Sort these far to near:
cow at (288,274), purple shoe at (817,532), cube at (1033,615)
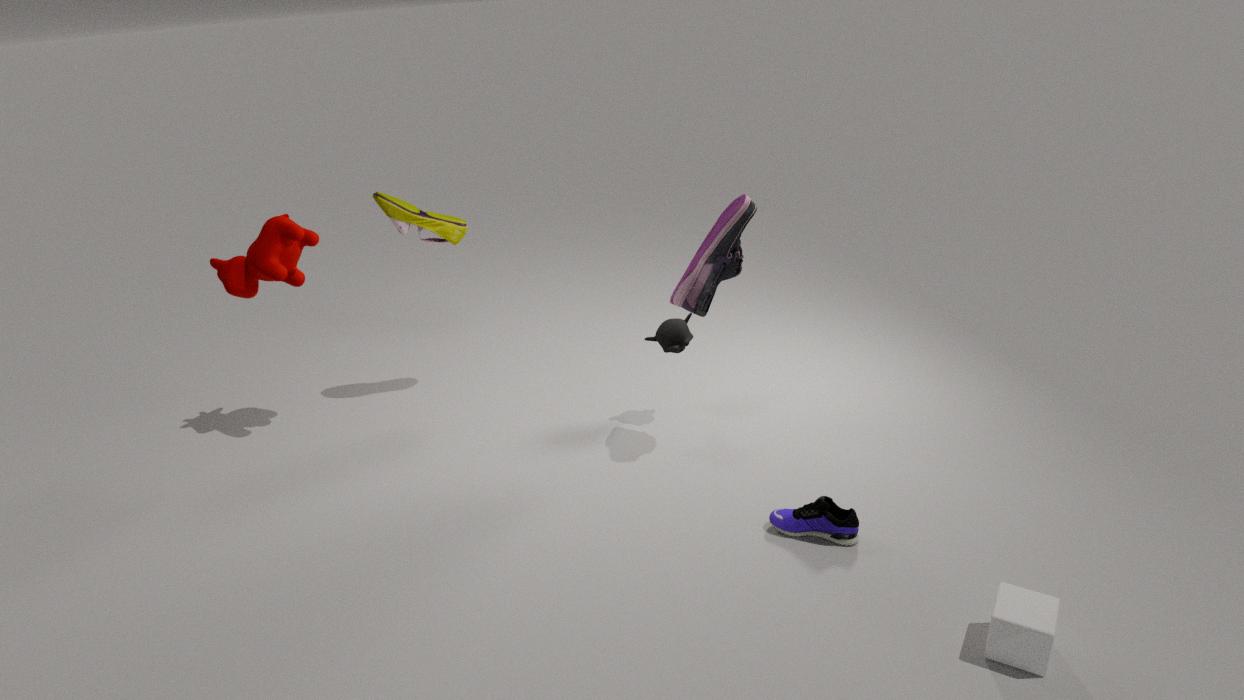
cow at (288,274) < purple shoe at (817,532) < cube at (1033,615)
